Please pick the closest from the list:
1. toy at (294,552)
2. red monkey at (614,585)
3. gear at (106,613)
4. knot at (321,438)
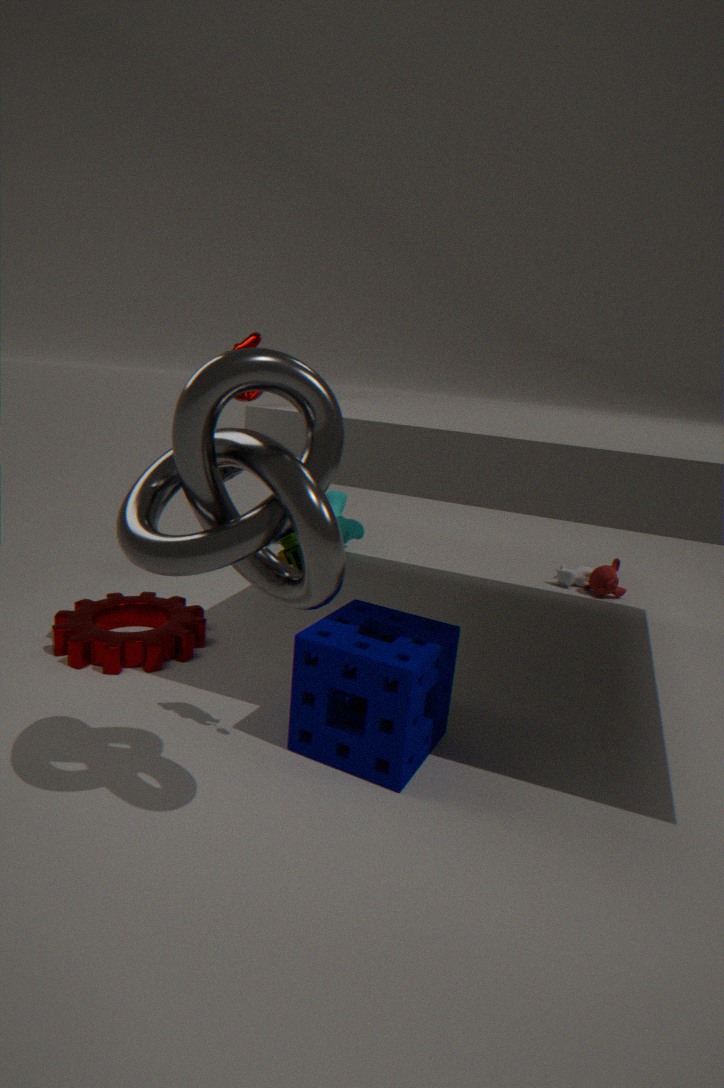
knot at (321,438)
